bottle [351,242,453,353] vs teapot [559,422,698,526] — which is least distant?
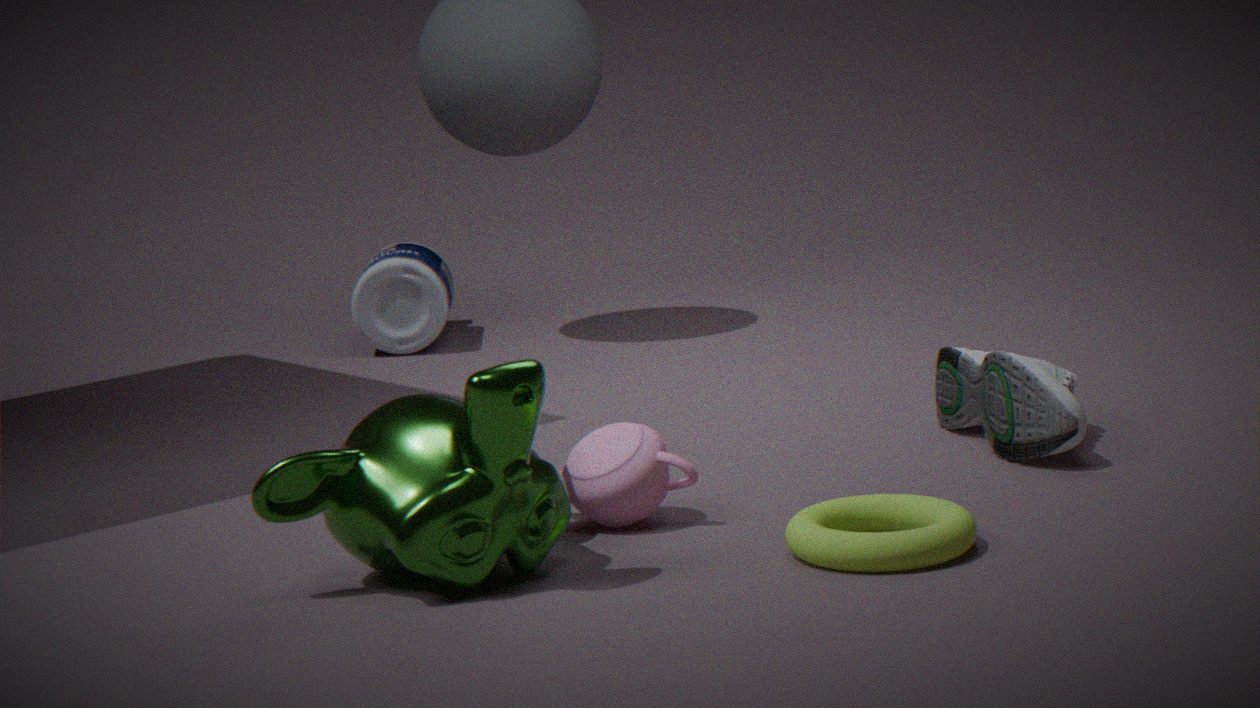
teapot [559,422,698,526]
